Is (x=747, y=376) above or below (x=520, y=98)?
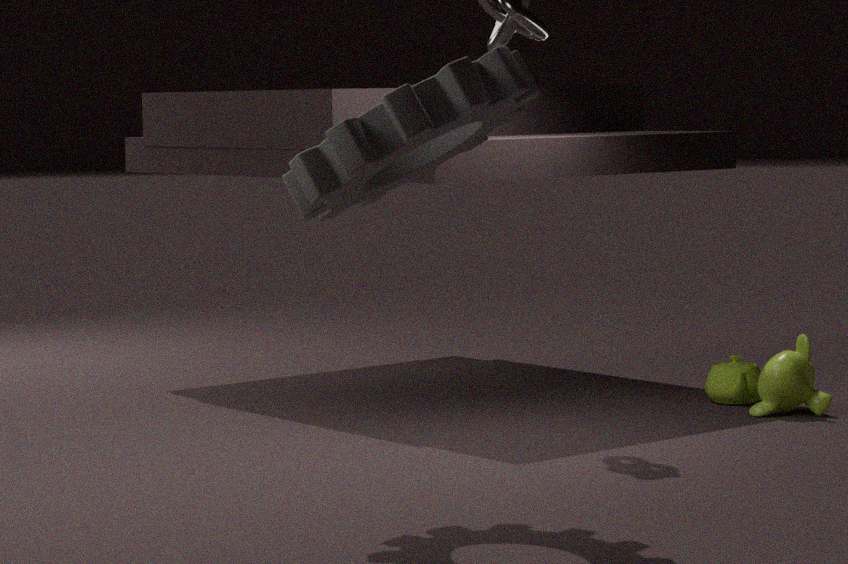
below
